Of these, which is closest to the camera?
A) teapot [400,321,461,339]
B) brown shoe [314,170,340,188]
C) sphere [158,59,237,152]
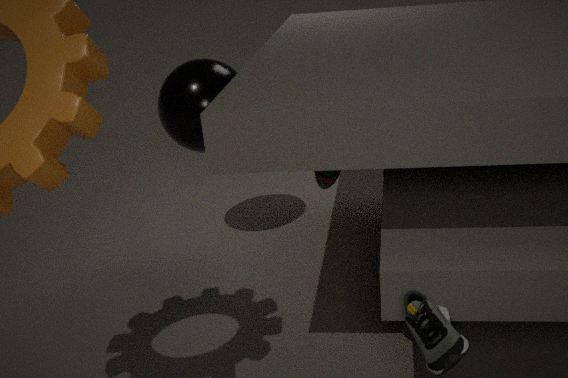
teapot [400,321,461,339]
